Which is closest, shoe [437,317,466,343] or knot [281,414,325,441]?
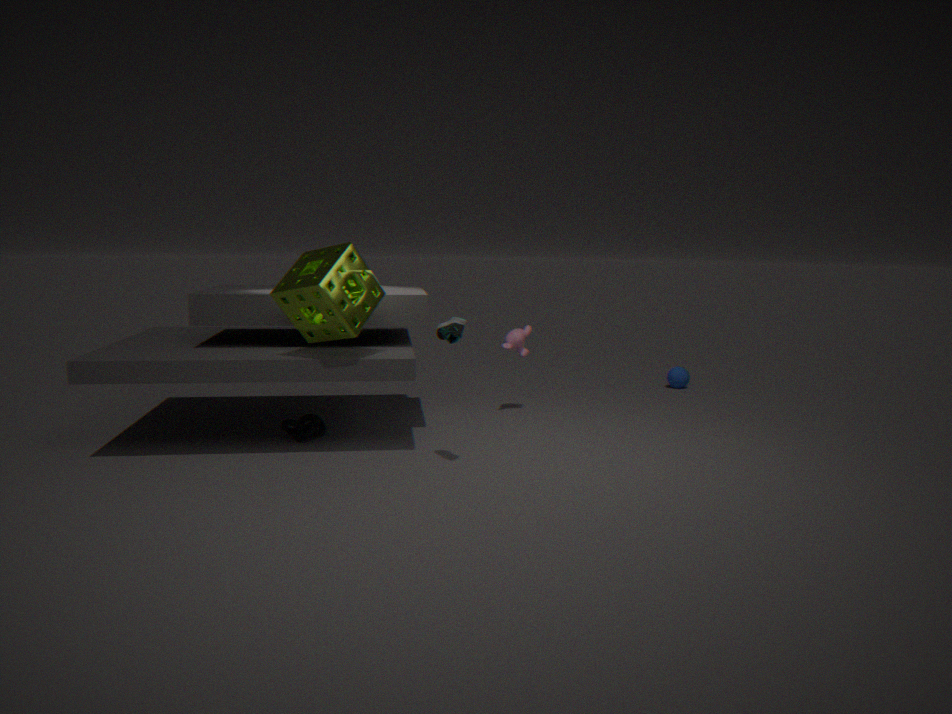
shoe [437,317,466,343]
